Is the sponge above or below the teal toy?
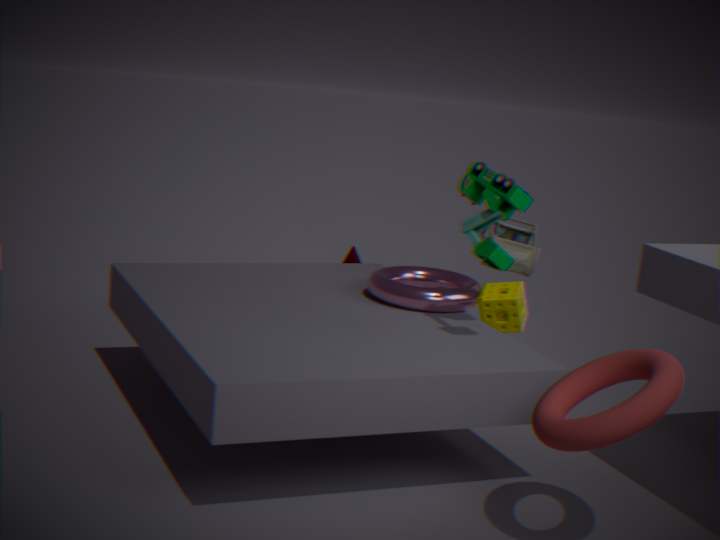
below
